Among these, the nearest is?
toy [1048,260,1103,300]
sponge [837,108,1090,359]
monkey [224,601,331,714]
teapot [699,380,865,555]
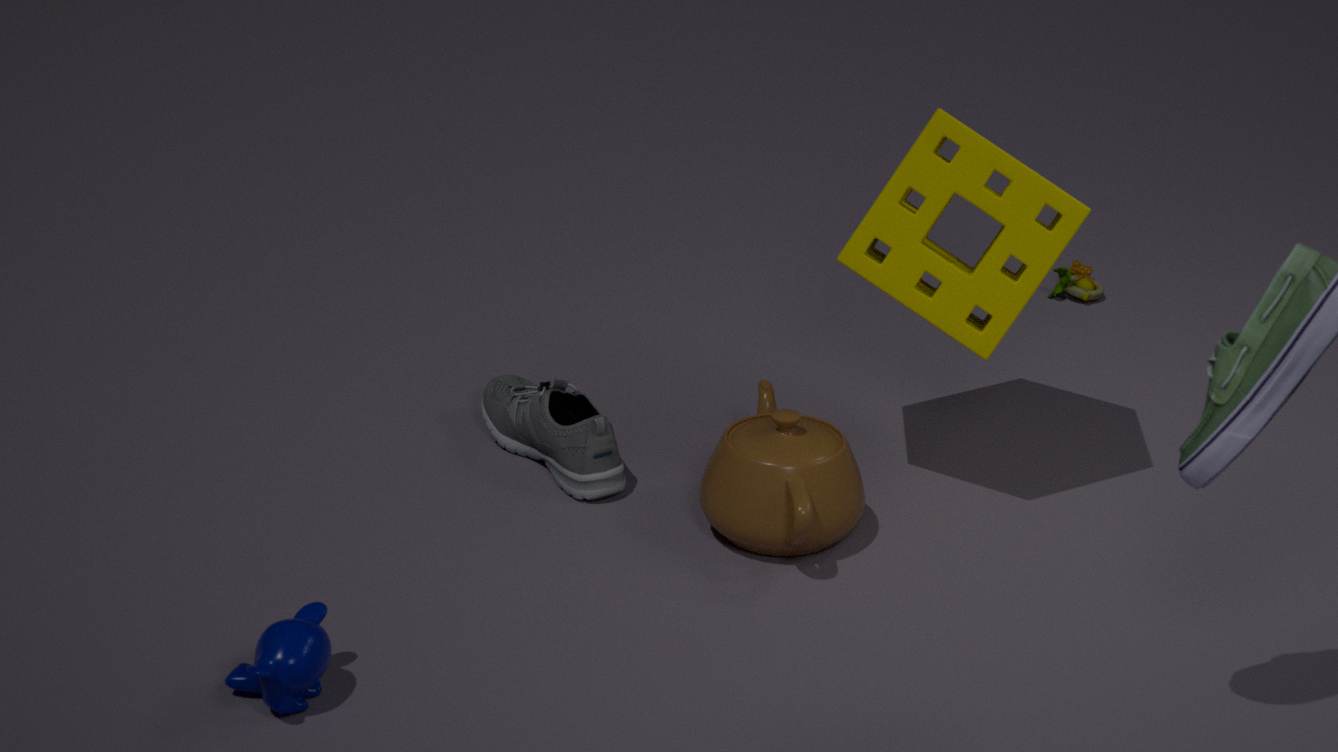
monkey [224,601,331,714]
